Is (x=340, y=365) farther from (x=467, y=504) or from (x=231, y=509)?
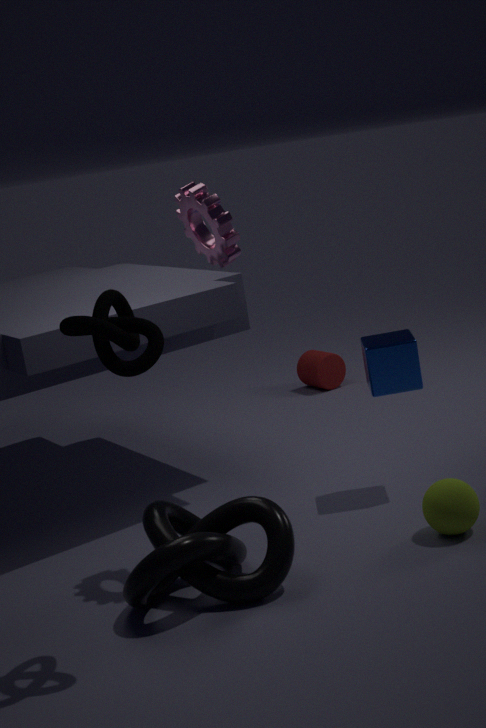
(x=231, y=509)
